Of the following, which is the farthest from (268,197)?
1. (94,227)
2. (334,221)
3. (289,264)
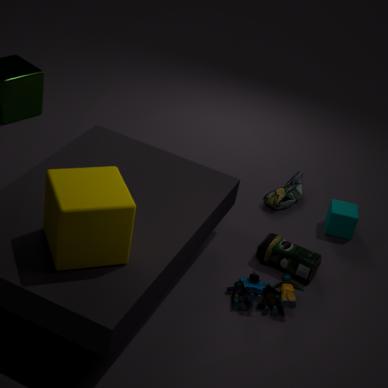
(94,227)
